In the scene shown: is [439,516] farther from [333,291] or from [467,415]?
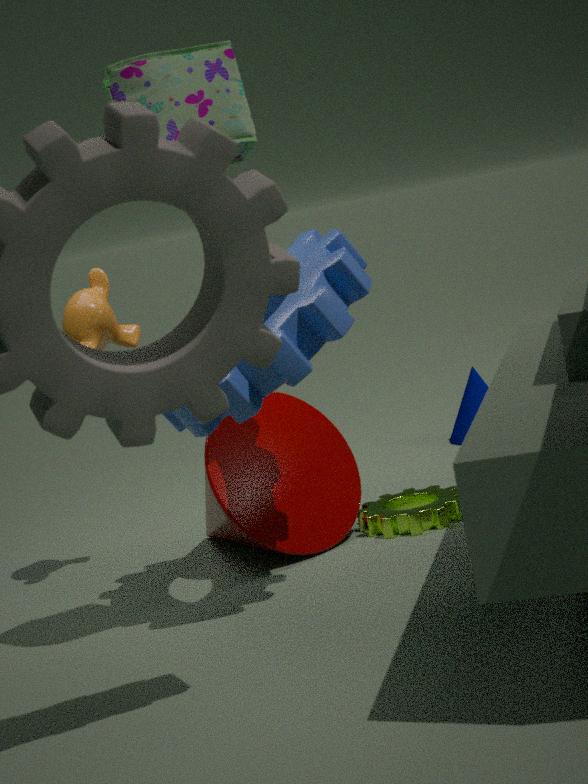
[467,415]
